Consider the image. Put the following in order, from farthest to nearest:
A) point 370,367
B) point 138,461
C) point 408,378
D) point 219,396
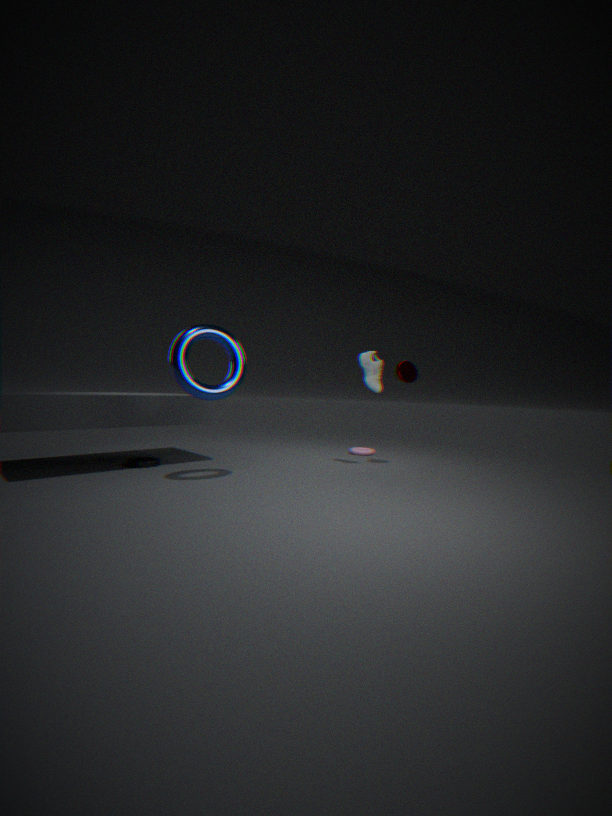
point 408,378
point 370,367
point 138,461
point 219,396
